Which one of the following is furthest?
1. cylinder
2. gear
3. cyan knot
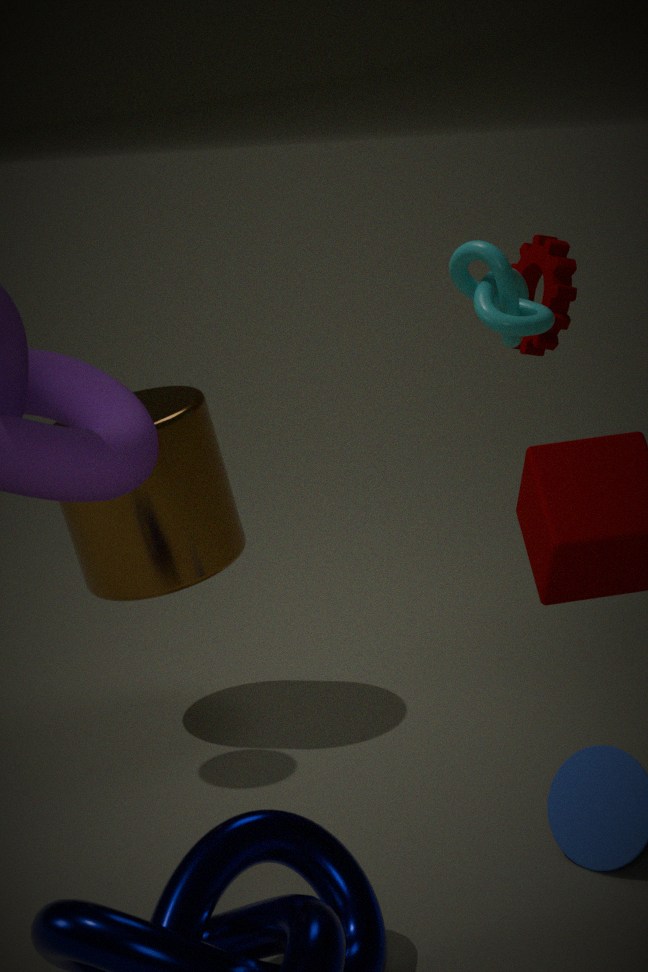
gear
